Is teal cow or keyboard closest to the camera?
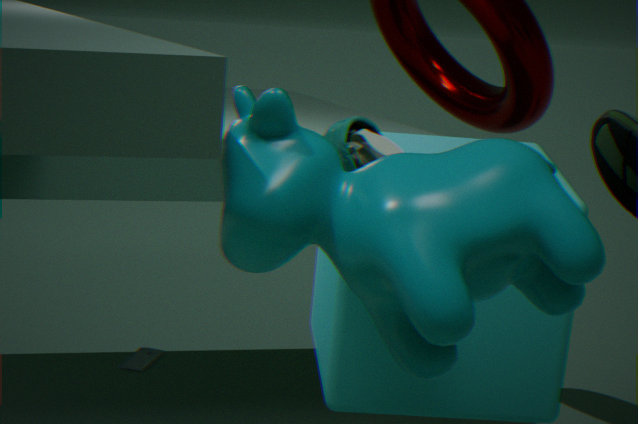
teal cow
